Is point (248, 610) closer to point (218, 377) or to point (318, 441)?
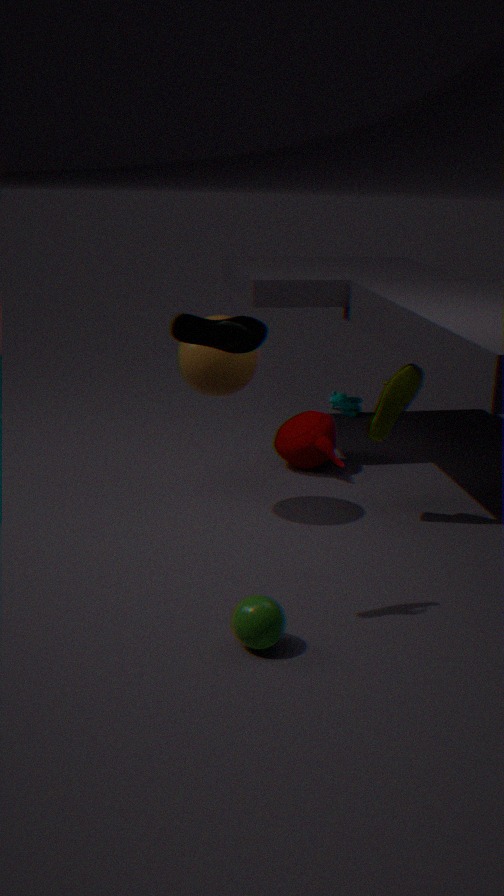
point (218, 377)
